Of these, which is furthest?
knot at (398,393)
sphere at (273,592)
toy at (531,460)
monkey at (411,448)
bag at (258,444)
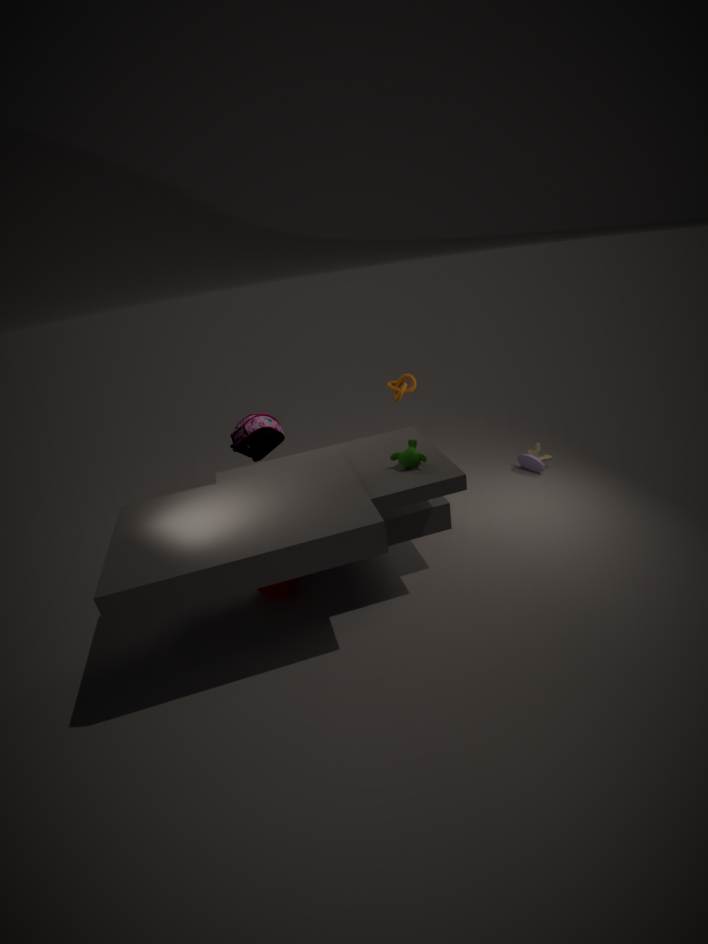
toy at (531,460)
